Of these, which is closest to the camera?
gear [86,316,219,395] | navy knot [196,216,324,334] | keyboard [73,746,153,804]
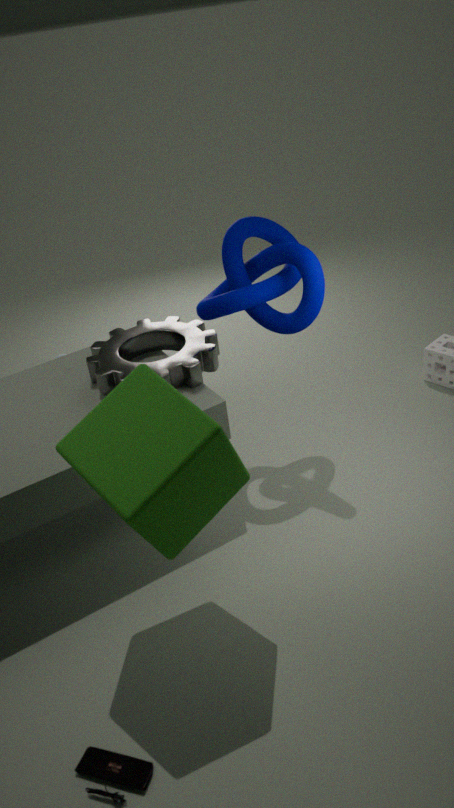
keyboard [73,746,153,804]
